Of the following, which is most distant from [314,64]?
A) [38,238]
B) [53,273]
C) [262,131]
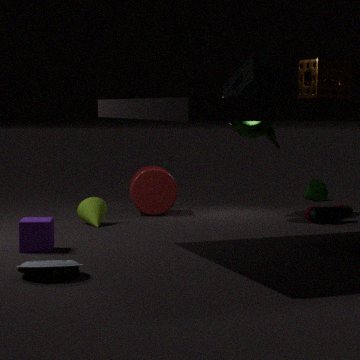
[262,131]
